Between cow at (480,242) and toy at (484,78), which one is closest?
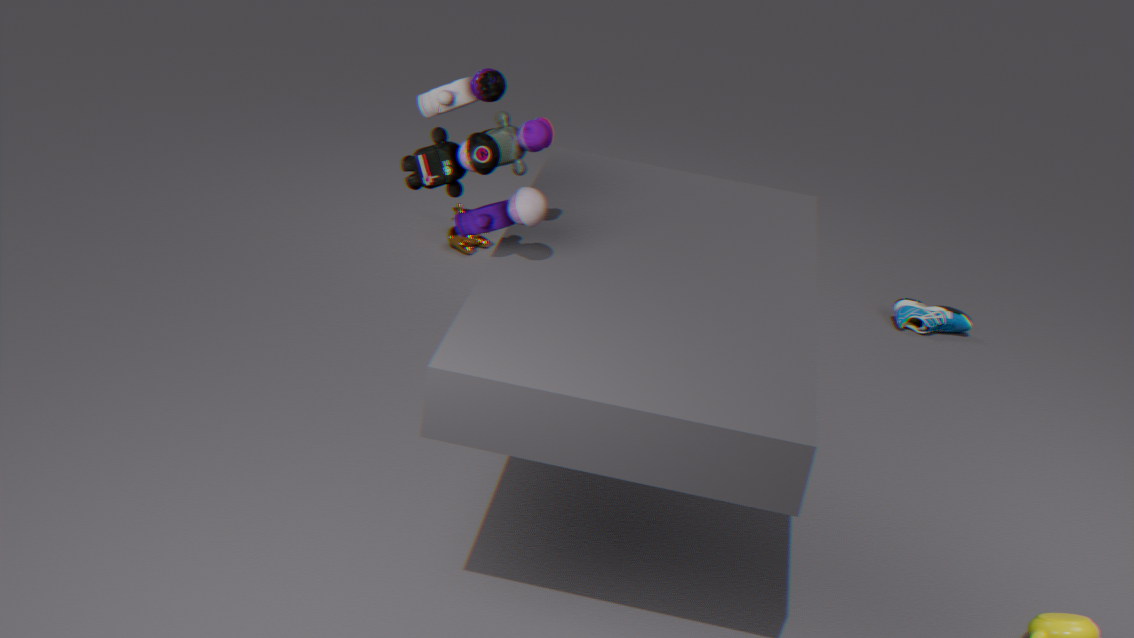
toy at (484,78)
